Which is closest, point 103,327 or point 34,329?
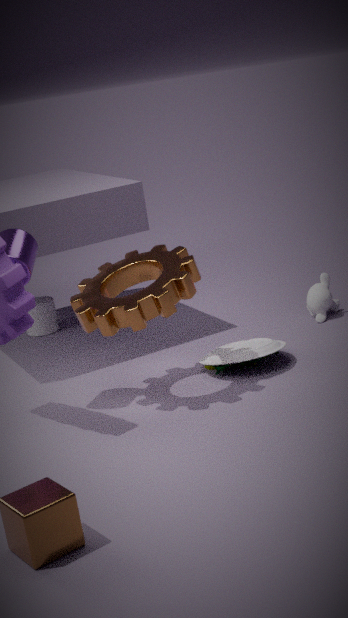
point 103,327
